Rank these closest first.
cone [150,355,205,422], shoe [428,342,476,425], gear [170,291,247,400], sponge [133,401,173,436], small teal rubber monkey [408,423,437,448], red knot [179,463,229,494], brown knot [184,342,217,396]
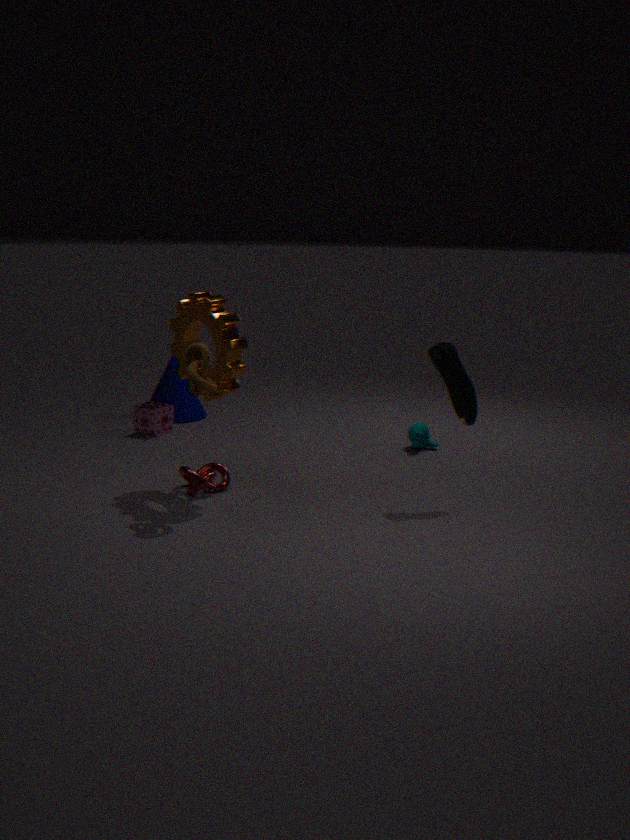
brown knot [184,342,217,396]
gear [170,291,247,400]
shoe [428,342,476,425]
red knot [179,463,229,494]
small teal rubber monkey [408,423,437,448]
sponge [133,401,173,436]
cone [150,355,205,422]
